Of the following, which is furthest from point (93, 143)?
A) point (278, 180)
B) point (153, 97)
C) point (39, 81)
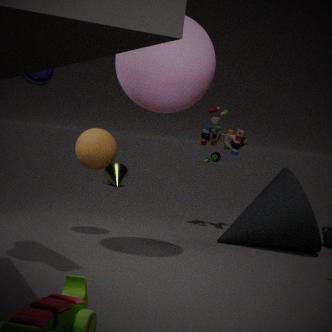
point (39, 81)
